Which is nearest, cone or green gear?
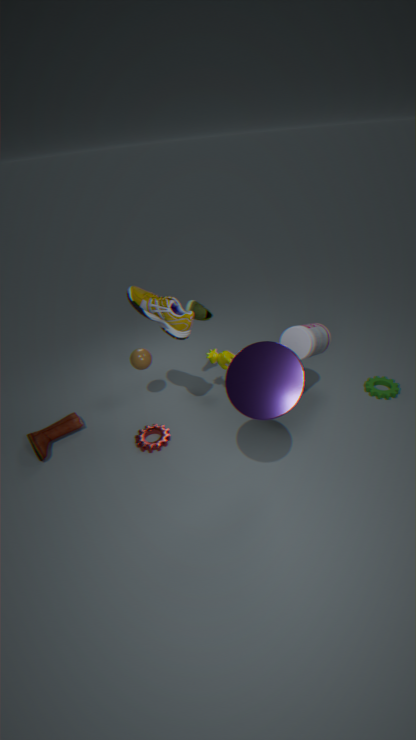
cone
